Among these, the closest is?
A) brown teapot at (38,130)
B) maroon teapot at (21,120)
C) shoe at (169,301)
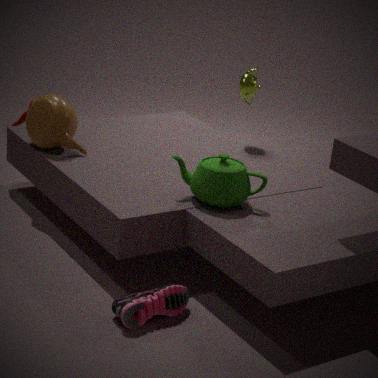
shoe at (169,301)
